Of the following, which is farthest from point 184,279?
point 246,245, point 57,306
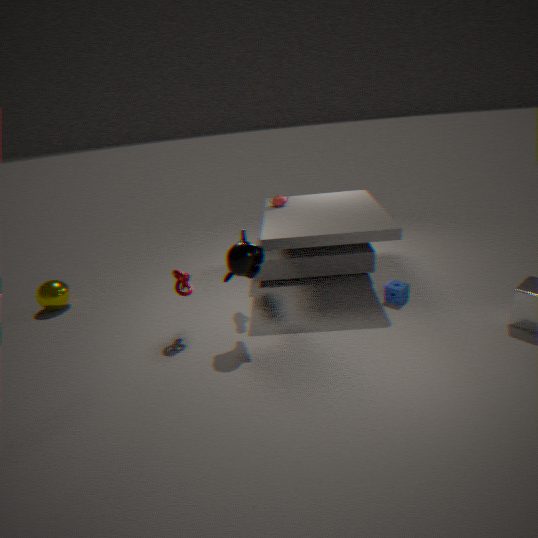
point 57,306
